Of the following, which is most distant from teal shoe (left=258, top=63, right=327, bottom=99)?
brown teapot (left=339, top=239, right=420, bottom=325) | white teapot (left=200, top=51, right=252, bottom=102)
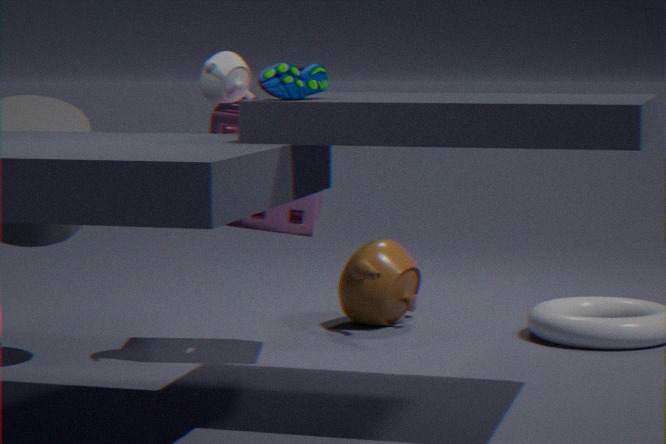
brown teapot (left=339, top=239, right=420, bottom=325)
